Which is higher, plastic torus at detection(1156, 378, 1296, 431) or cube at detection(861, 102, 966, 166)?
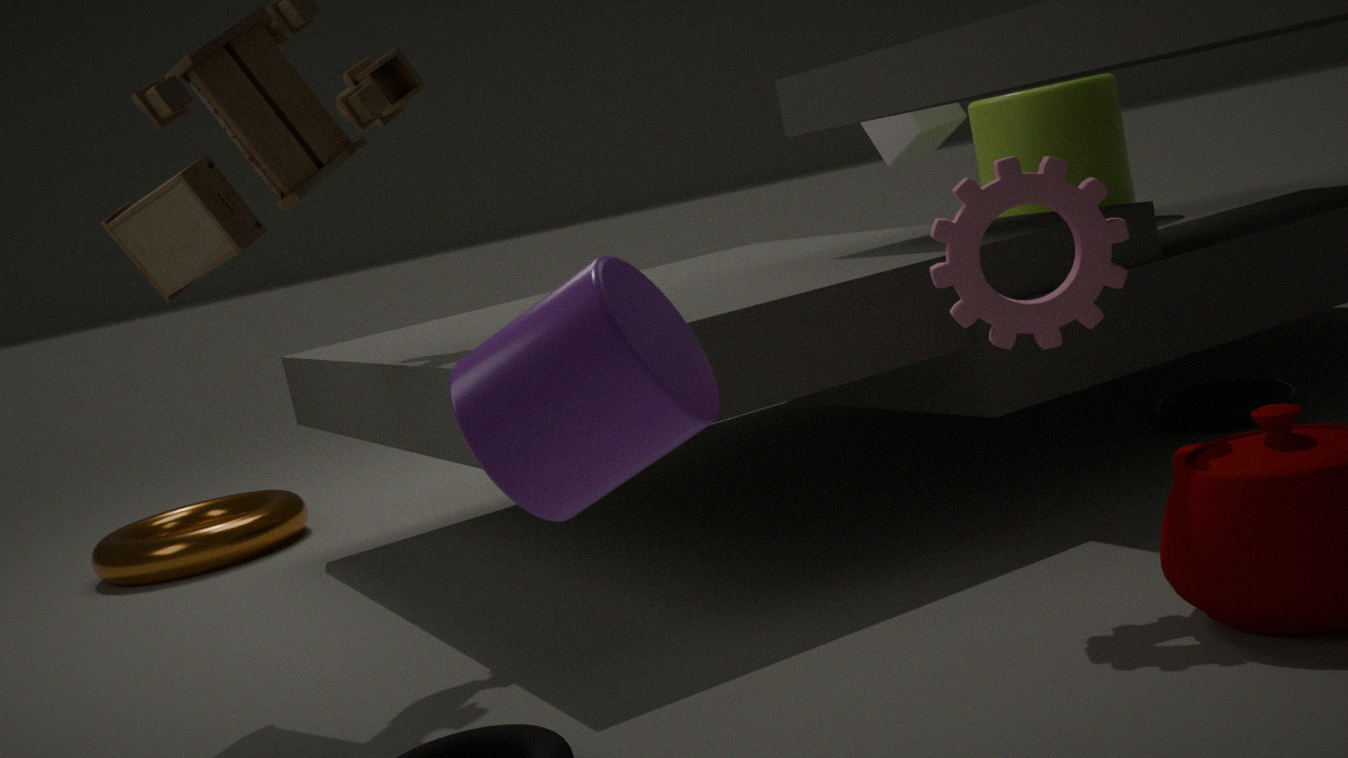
cube at detection(861, 102, 966, 166)
